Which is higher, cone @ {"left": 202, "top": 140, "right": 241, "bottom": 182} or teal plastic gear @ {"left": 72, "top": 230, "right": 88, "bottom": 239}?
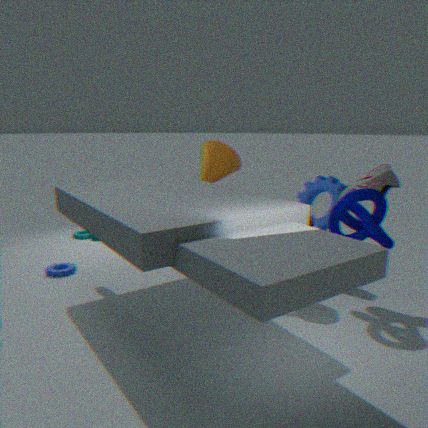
cone @ {"left": 202, "top": 140, "right": 241, "bottom": 182}
